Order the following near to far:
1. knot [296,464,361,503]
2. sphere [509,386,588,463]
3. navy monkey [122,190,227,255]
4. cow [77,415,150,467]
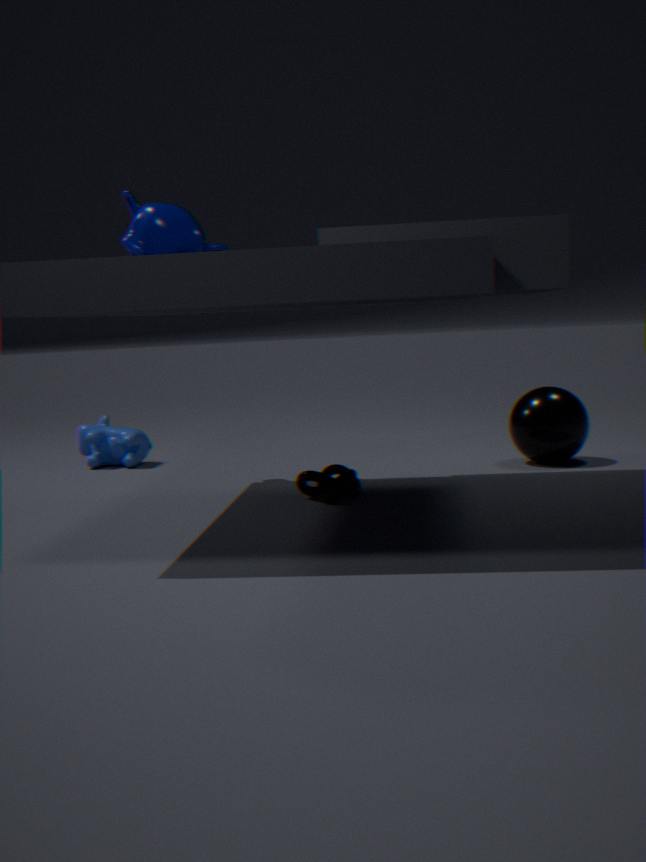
knot [296,464,361,503] → navy monkey [122,190,227,255] → sphere [509,386,588,463] → cow [77,415,150,467]
